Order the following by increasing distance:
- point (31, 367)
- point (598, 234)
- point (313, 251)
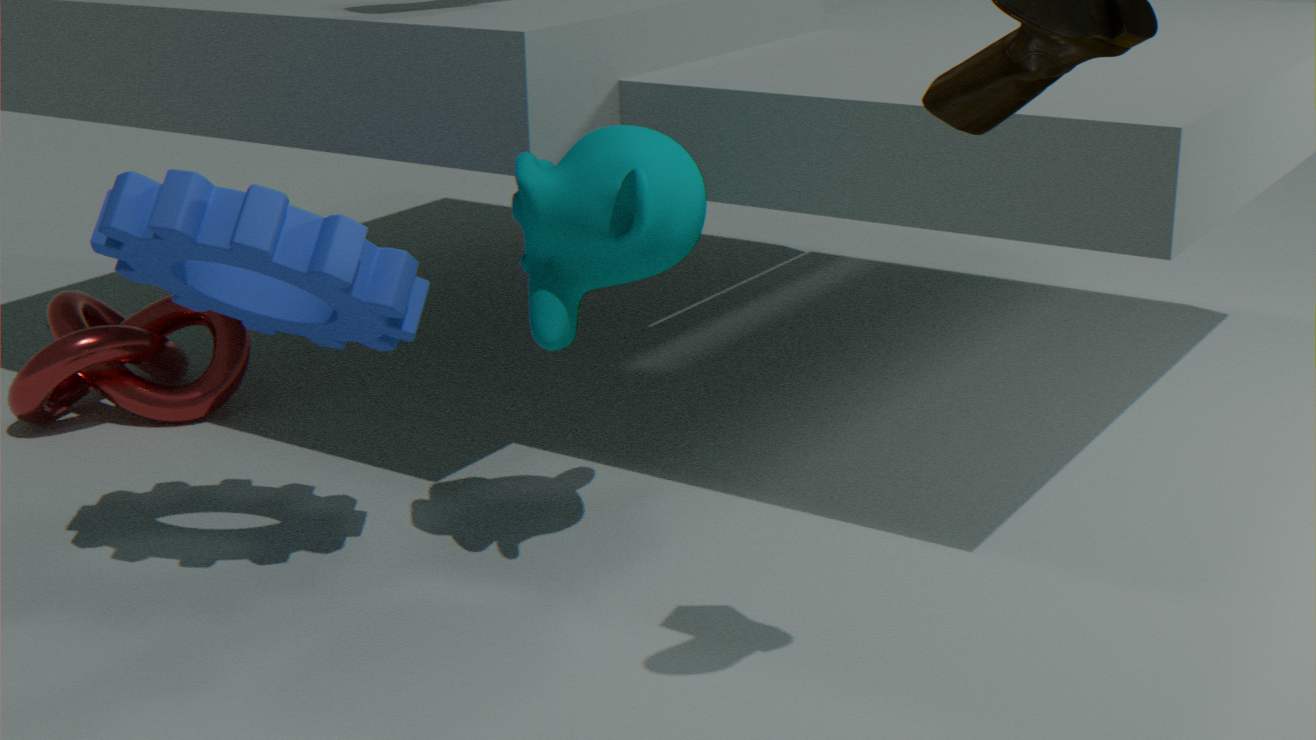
1. point (313, 251)
2. point (598, 234)
3. point (31, 367)
